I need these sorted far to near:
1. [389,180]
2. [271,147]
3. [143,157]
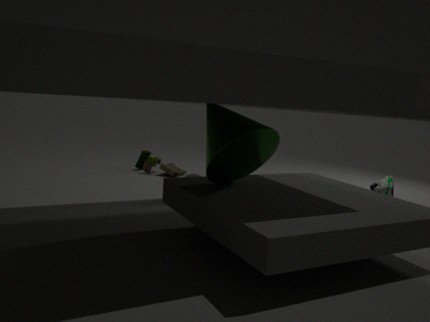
[143,157]
[389,180]
[271,147]
